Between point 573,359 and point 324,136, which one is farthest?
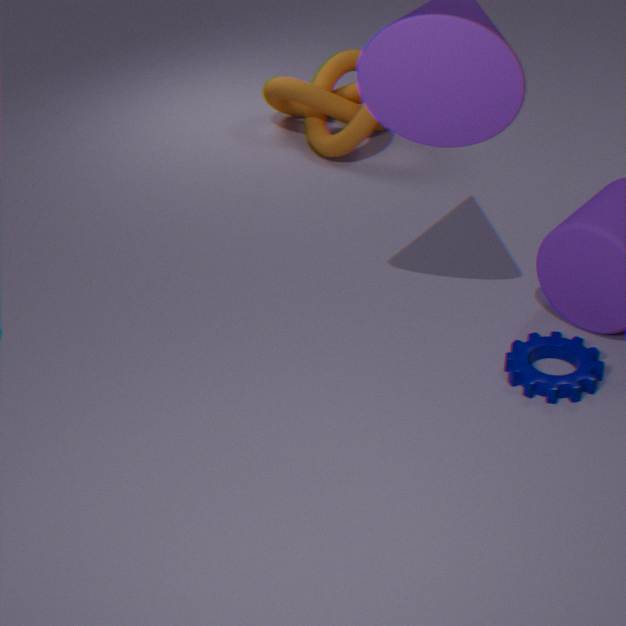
point 324,136
